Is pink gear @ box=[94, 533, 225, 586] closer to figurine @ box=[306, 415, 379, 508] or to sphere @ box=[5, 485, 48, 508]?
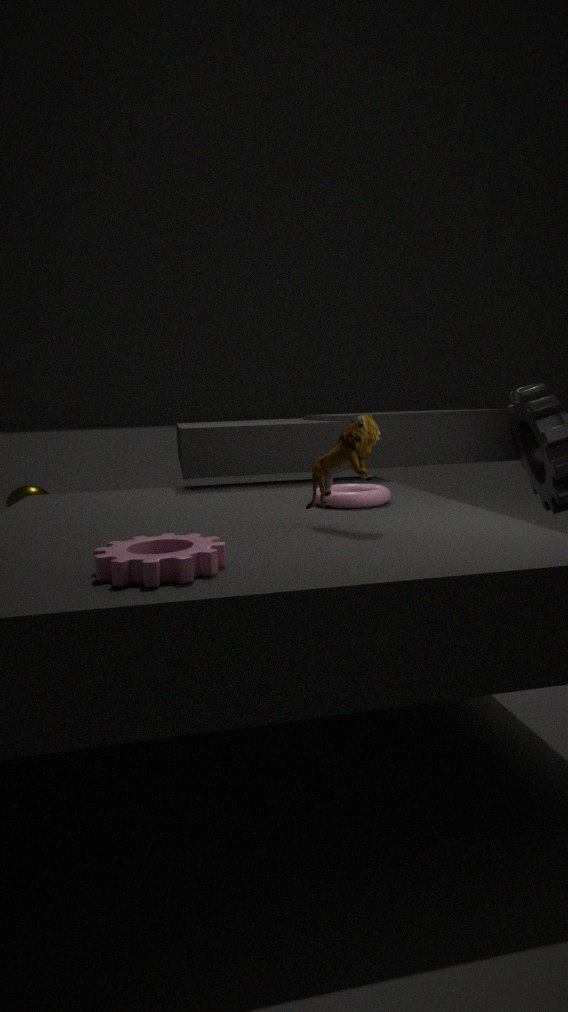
figurine @ box=[306, 415, 379, 508]
